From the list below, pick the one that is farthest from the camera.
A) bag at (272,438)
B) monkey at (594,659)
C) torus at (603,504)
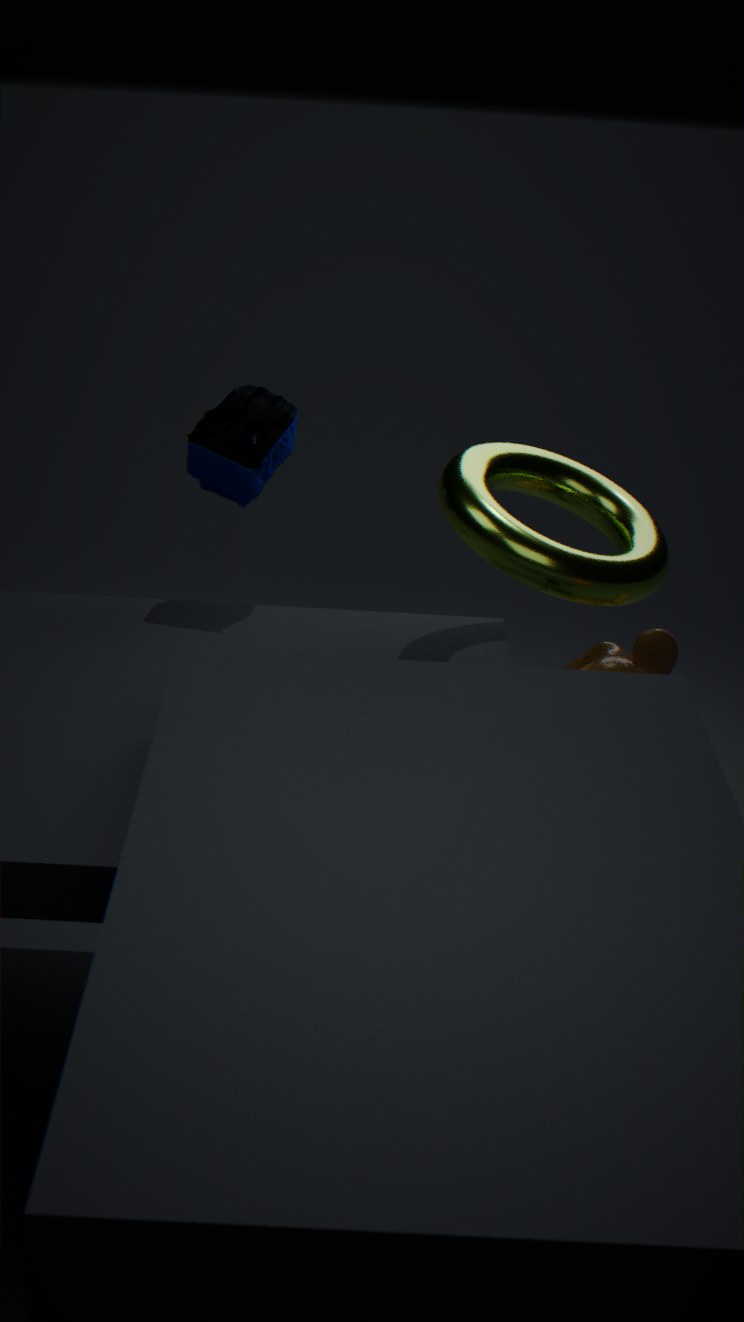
bag at (272,438)
